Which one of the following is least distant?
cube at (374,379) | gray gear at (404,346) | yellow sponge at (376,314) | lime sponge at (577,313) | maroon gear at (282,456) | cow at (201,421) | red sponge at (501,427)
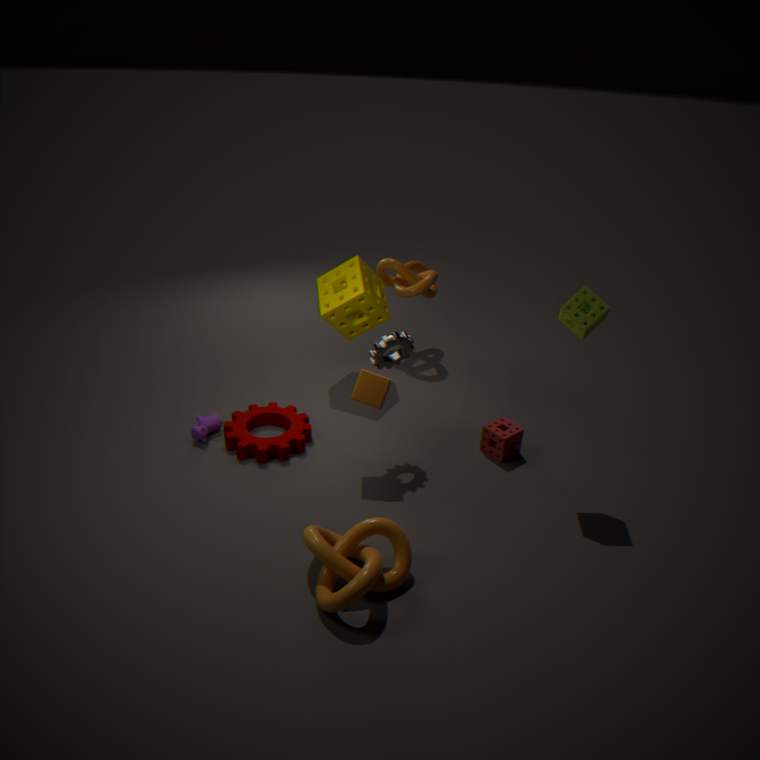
lime sponge at (577,313)
